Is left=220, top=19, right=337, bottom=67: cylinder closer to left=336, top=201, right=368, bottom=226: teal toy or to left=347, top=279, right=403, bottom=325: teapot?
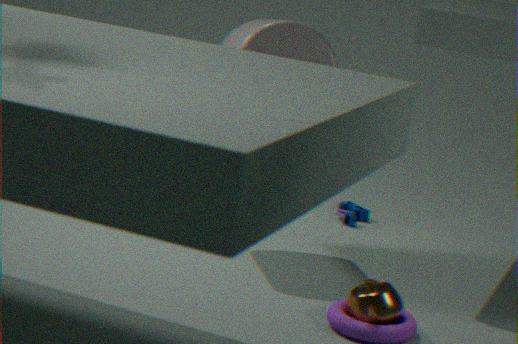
left=336, top=201, right=368, bottom=226: teal toy
